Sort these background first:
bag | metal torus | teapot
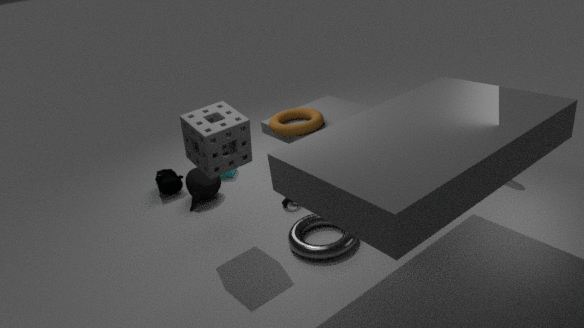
bag, teapot, metal torus
